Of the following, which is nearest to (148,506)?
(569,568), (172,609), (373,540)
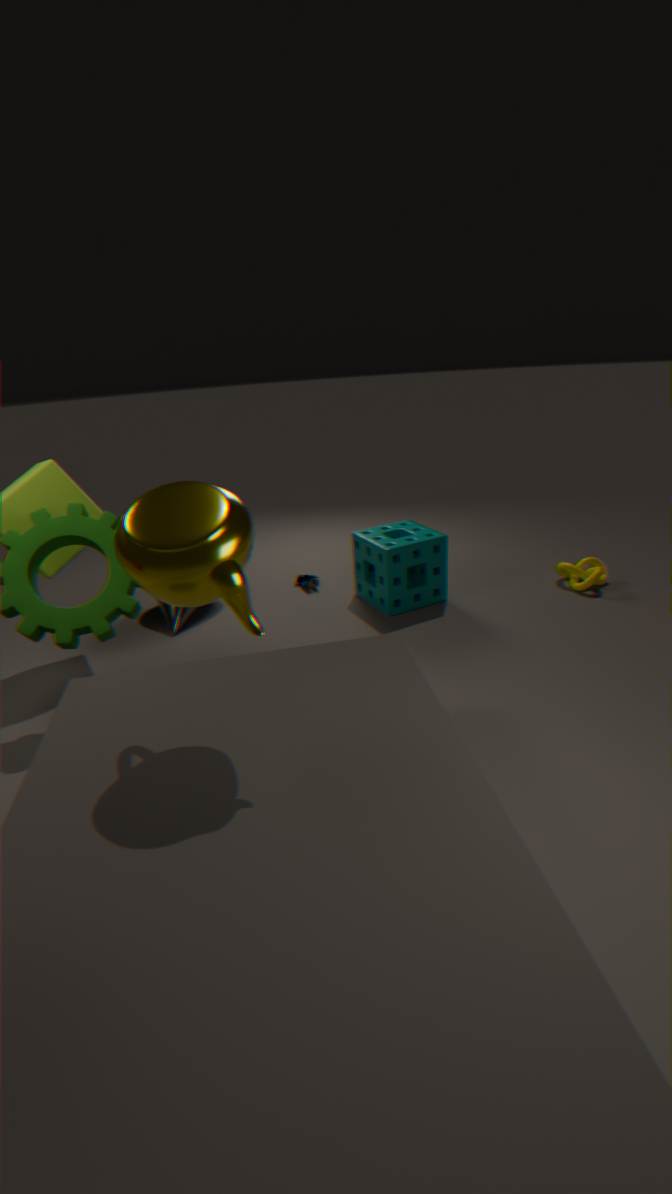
(172,609)
